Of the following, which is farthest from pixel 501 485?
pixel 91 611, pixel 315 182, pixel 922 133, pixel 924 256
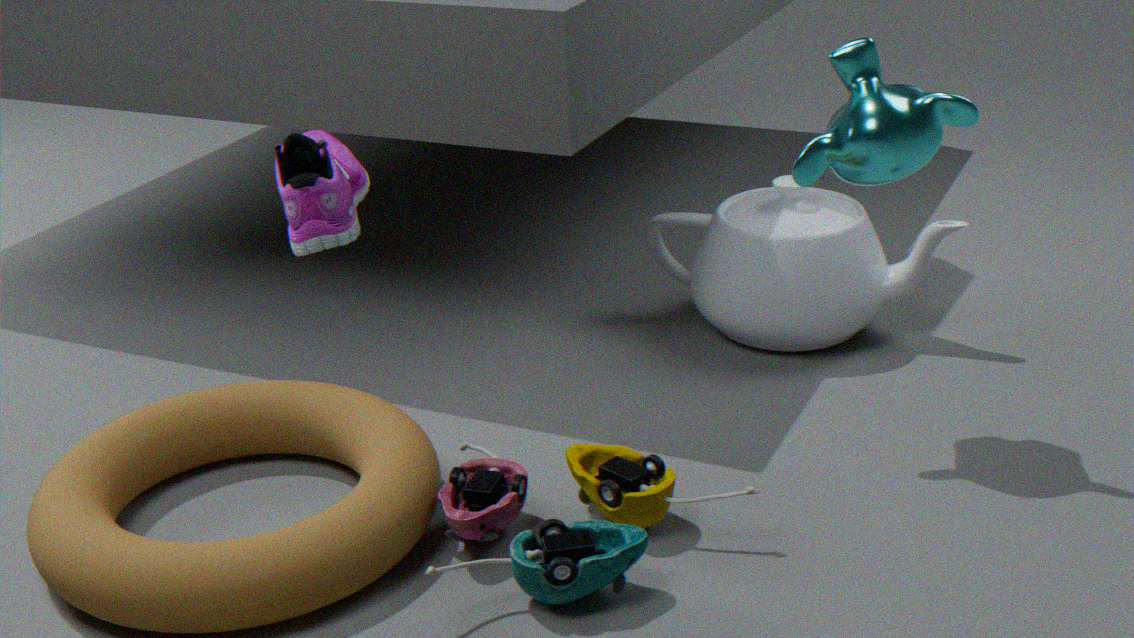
pixel 924 256
